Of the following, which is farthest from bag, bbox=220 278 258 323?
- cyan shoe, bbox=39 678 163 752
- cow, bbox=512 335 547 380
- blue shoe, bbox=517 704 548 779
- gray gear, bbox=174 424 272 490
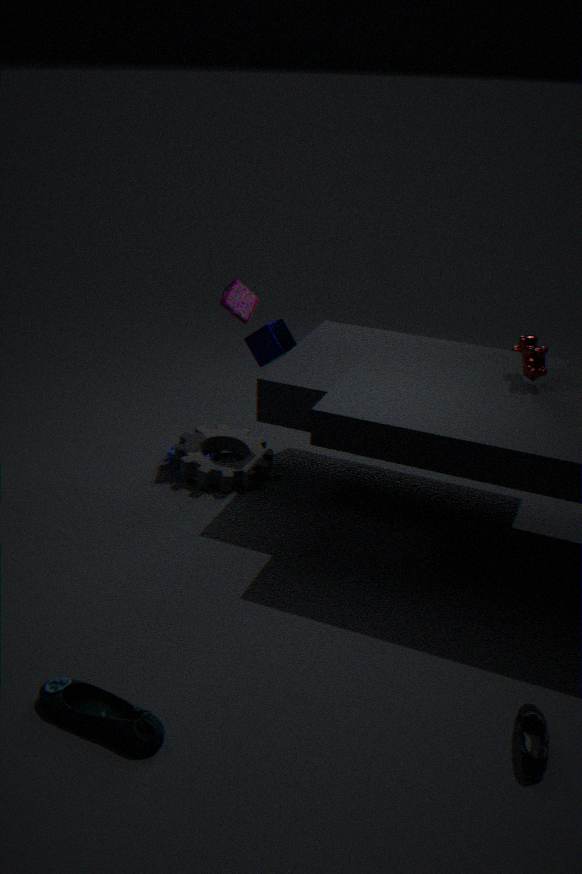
blue shoe, bbox=517 704 548 779
